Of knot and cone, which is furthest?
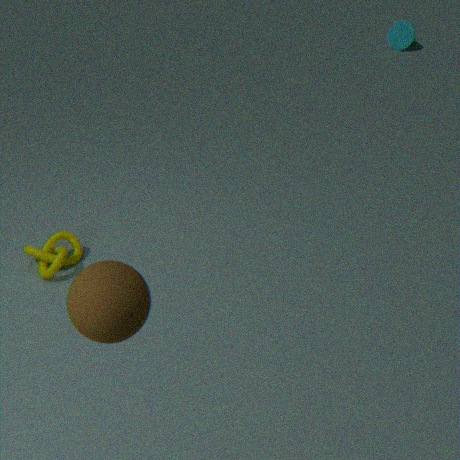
cone
